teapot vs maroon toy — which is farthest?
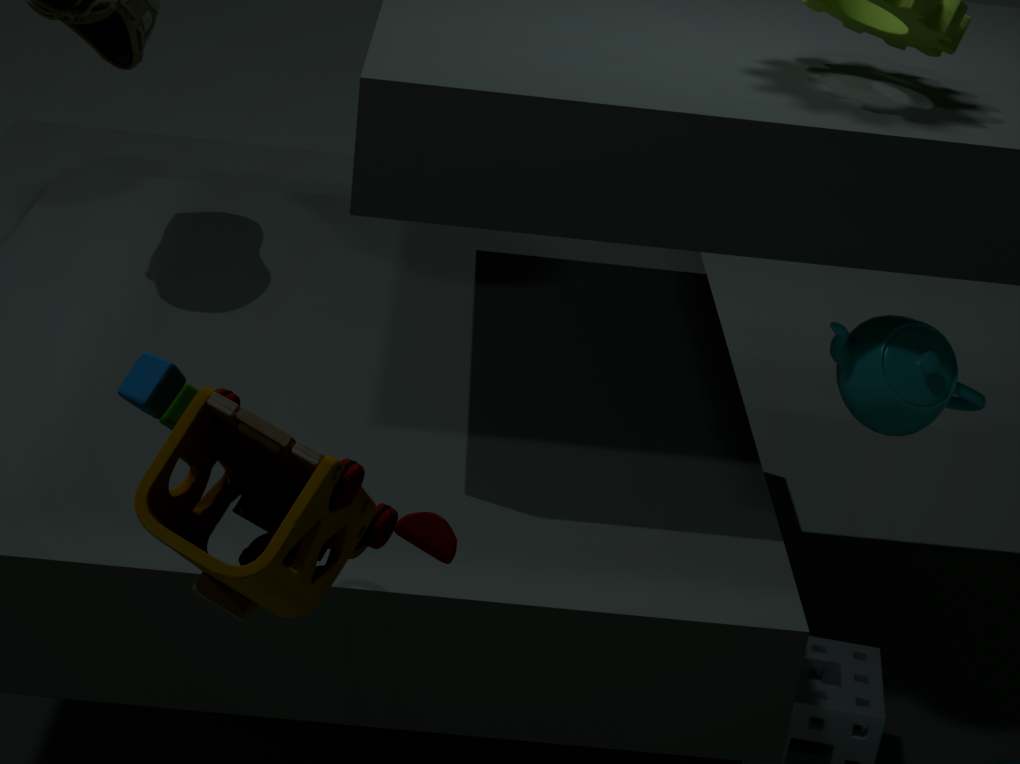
teapot
